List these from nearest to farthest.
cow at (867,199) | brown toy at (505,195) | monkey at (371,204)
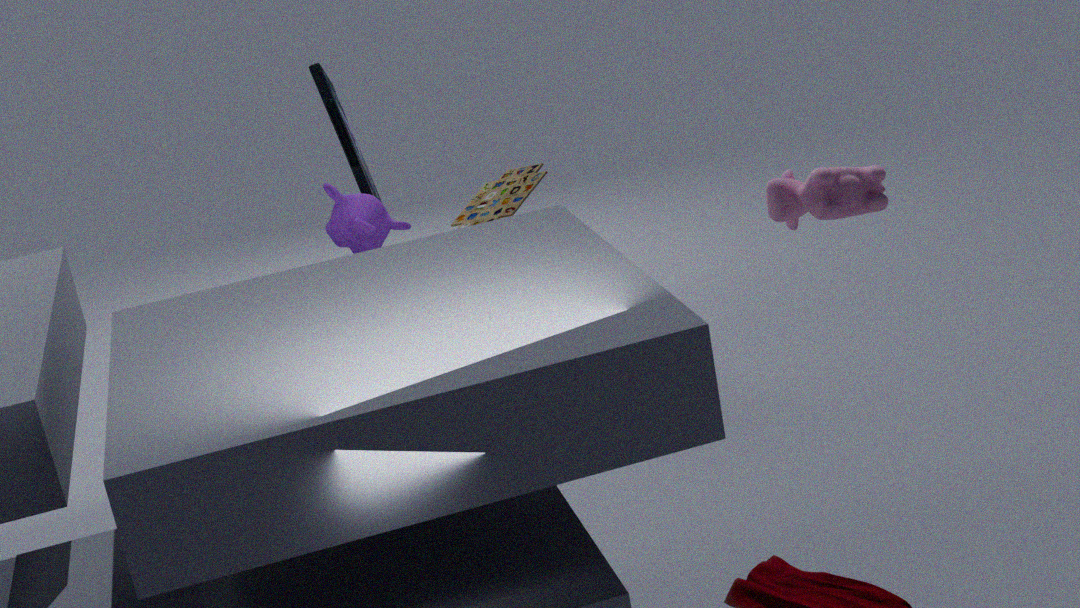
cow at (867,199)
monkey at (371,204)
brown toy at (505,195)
